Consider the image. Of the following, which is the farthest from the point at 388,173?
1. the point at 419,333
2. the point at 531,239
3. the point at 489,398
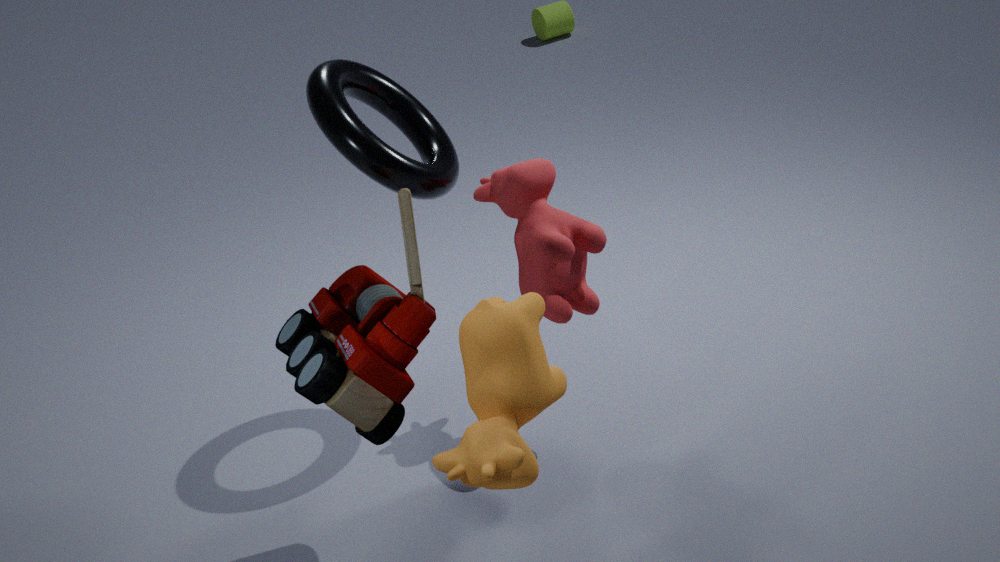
the point at 489,398
